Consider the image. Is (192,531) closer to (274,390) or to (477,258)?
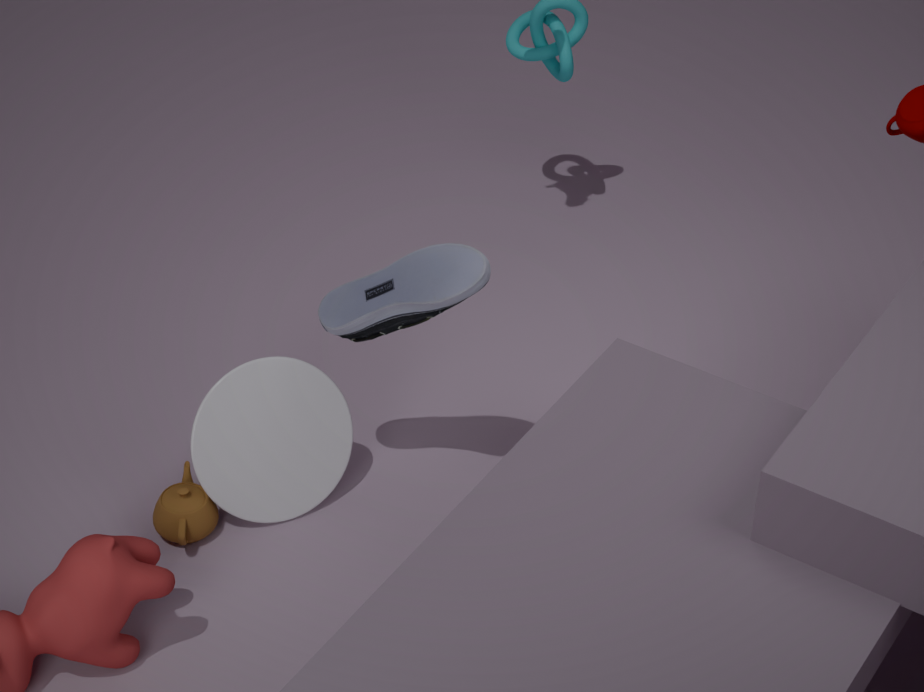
(274,390)
